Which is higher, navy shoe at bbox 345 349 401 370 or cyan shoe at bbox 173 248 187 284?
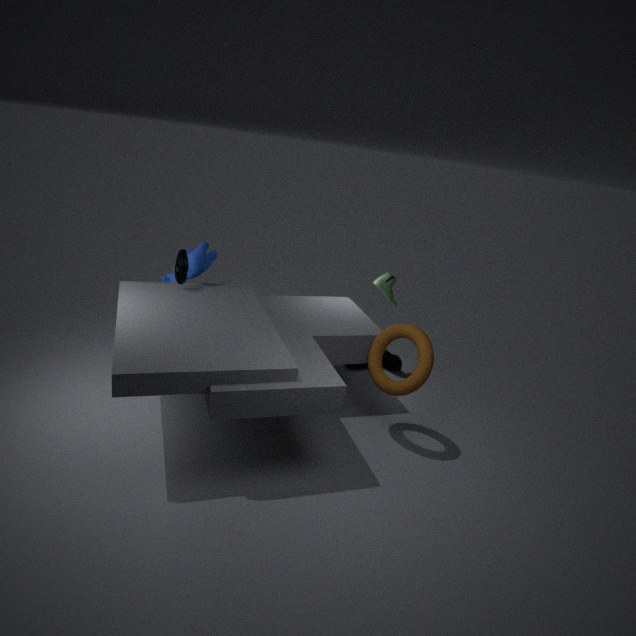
cyan shoe at bbox 173 248 187 284
